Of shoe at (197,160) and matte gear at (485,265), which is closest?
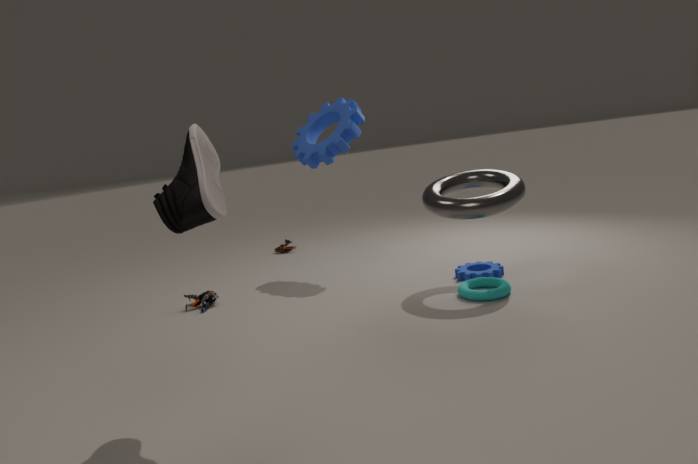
shoe at (197,160)
